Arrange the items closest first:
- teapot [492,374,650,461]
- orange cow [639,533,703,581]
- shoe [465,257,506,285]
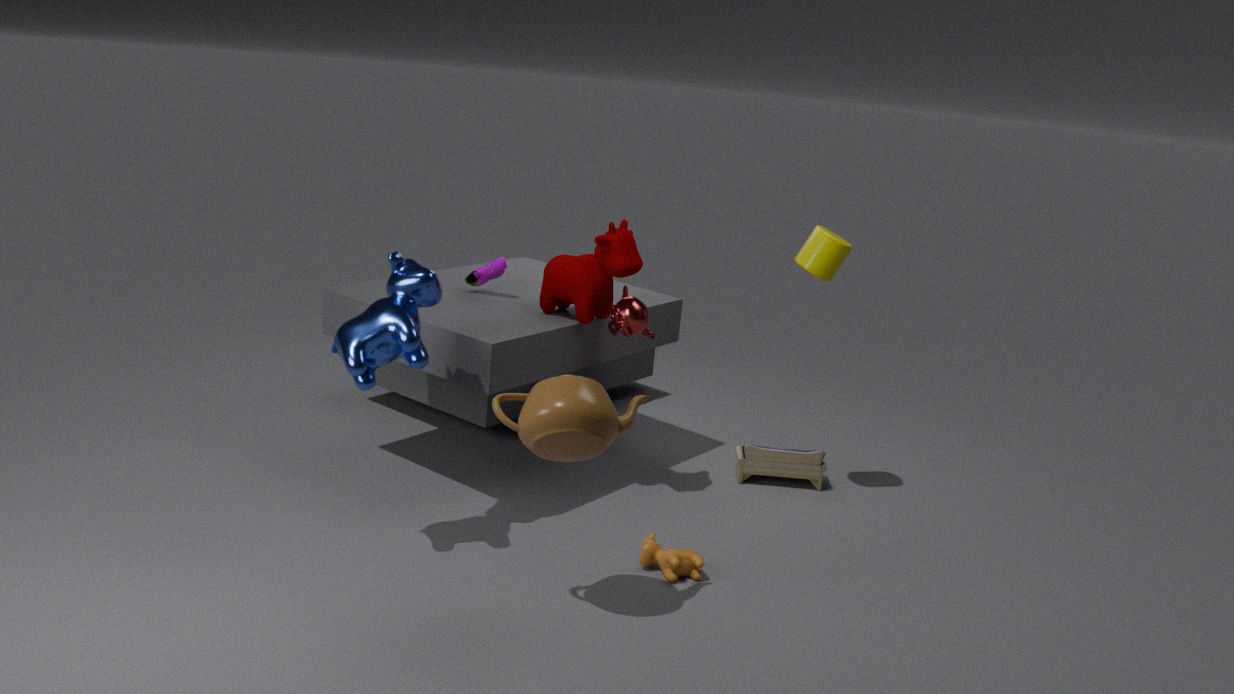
teapot [492,374,650,461] → orange cow [639,533,703,581] → shoe [465,257,506,285]
